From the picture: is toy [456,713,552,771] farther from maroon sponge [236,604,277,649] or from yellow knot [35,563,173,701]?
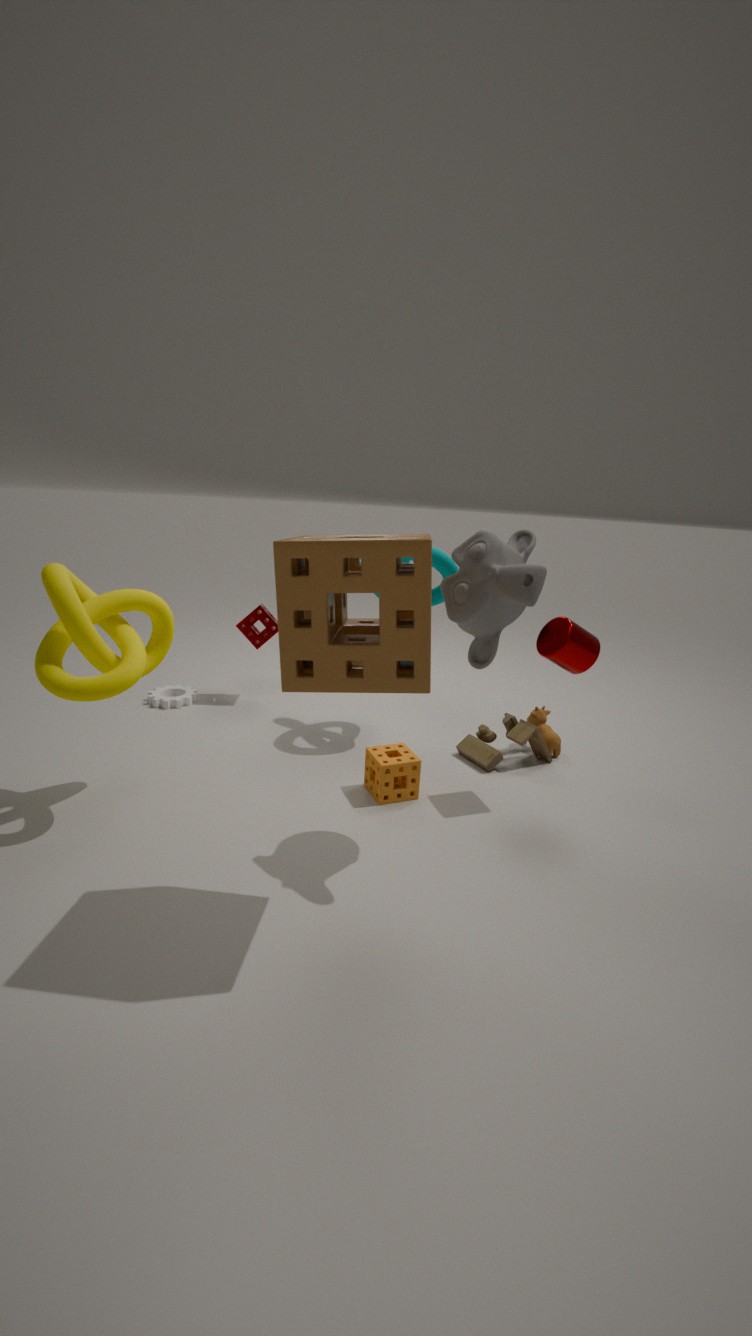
yellow knot [35,563,173,701]
